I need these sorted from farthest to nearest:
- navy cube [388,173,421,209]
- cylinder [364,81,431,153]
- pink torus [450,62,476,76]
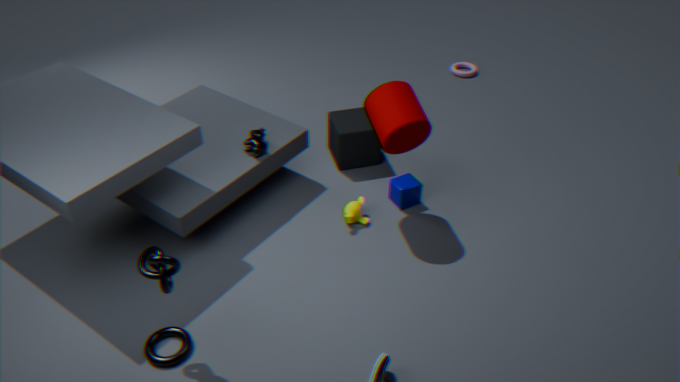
pink torus [450,62,476,76], navy cube [388,173,421,209], cylinder [364,81,431,153]
